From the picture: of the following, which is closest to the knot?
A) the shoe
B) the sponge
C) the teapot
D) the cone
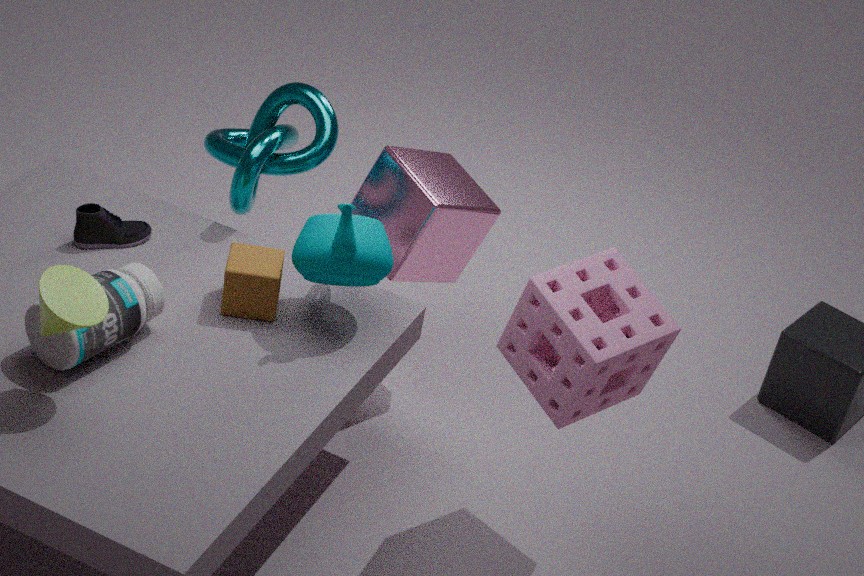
the shoe
